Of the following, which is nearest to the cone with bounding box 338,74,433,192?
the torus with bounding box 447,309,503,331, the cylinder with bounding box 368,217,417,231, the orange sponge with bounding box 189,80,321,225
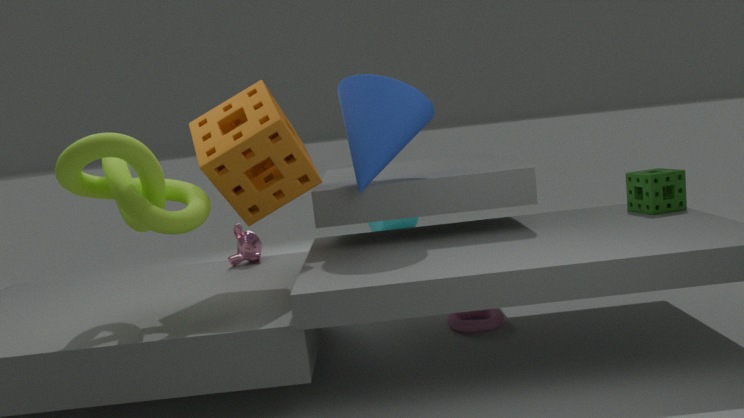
the orange sponge with bounding box 189,80,321,225
